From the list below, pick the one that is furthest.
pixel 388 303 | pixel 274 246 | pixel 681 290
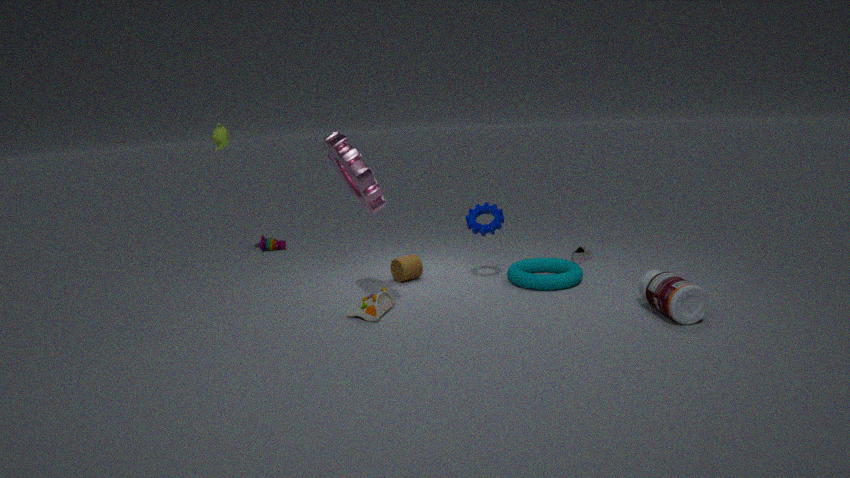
pixel 274 246
